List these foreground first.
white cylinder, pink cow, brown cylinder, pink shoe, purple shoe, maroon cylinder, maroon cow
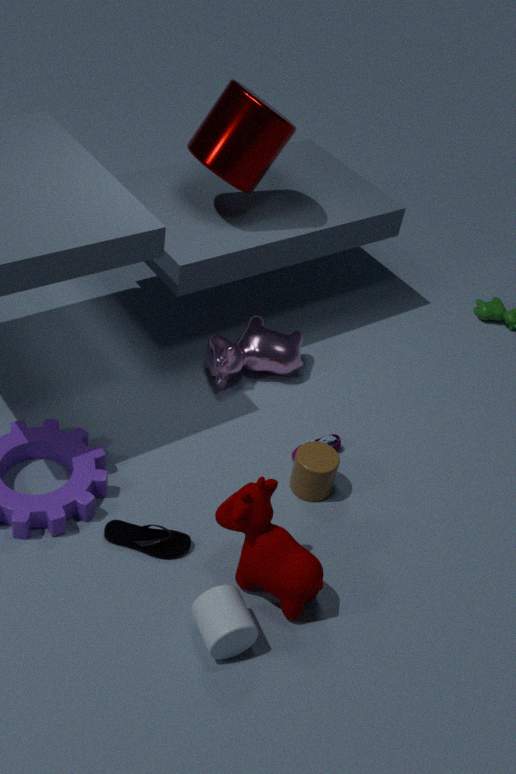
white cylinder, maroon cow, purple shoe, brown cylinder, maroon cylinder, pink shoe, pink cow
